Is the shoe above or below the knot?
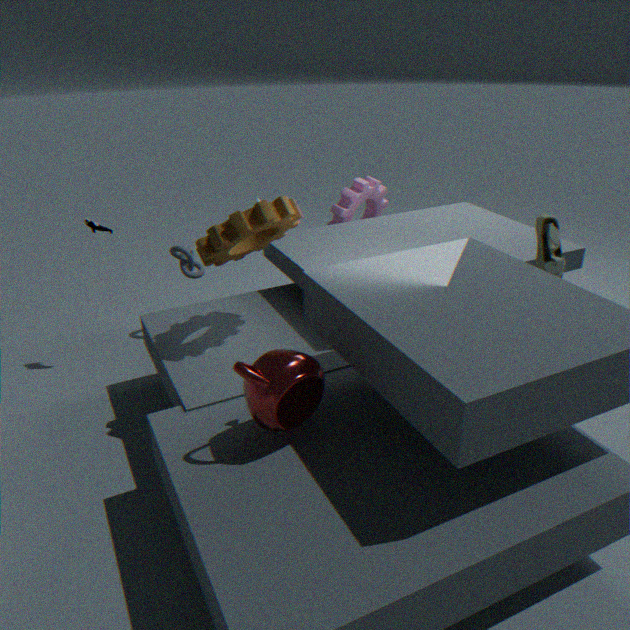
above
